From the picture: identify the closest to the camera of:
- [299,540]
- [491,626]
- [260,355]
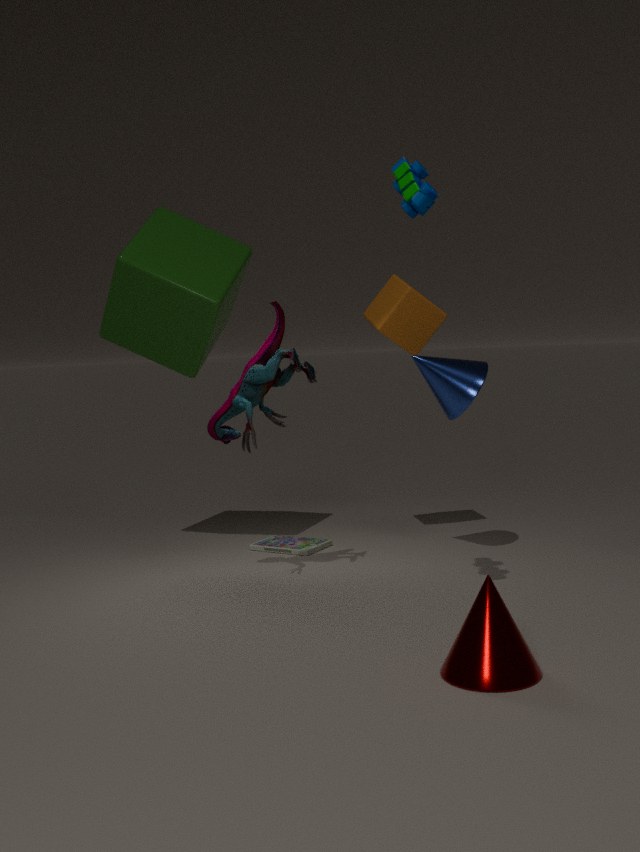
[491,626]
